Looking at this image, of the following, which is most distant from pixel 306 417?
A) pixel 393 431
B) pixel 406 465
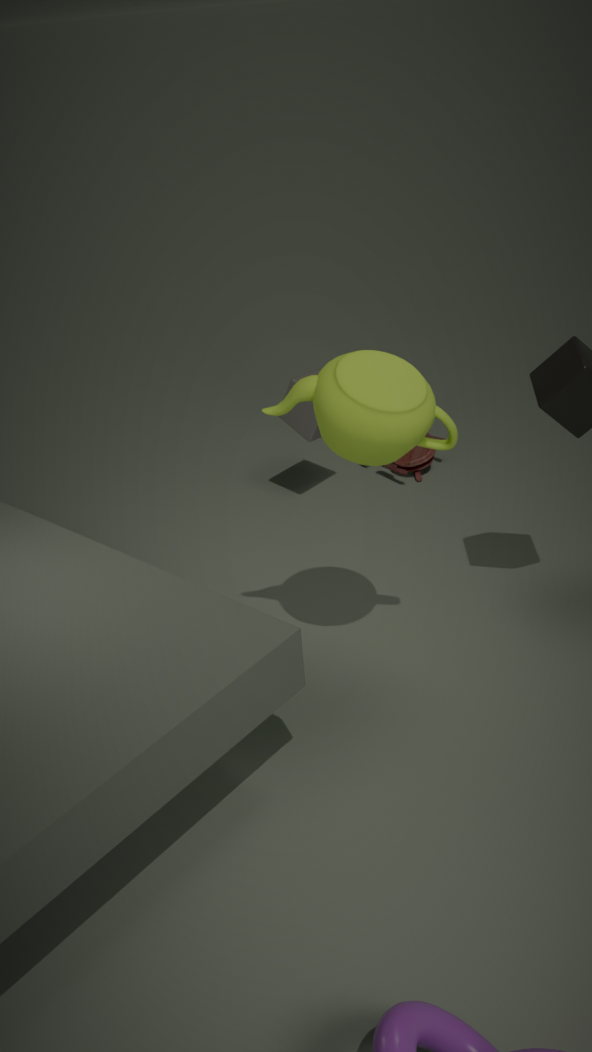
pixel 393 431
